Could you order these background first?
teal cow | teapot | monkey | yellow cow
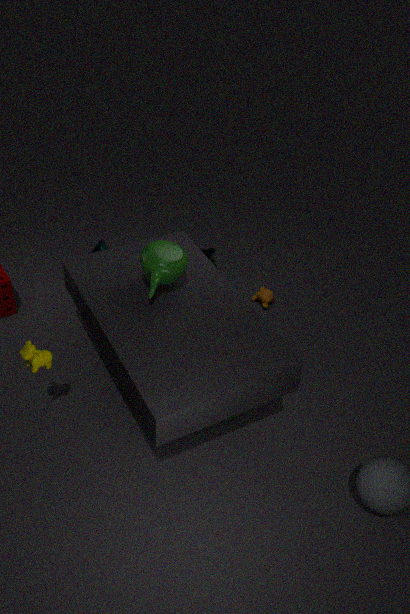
teal cow < monkey < teapot < yellow cow
